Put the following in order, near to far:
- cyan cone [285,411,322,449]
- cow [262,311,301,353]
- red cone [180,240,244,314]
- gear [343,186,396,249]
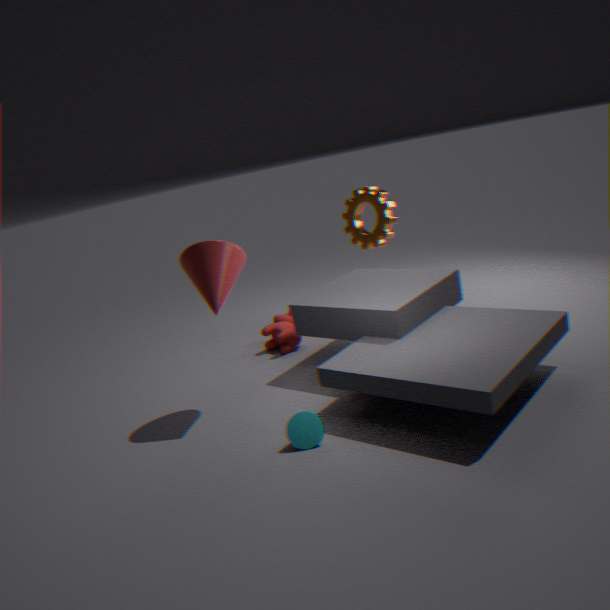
cyan cone [285,411,322,449], red cone [180,240,244,314], cow [262,311,301,353], gear [343,186,396,249]
